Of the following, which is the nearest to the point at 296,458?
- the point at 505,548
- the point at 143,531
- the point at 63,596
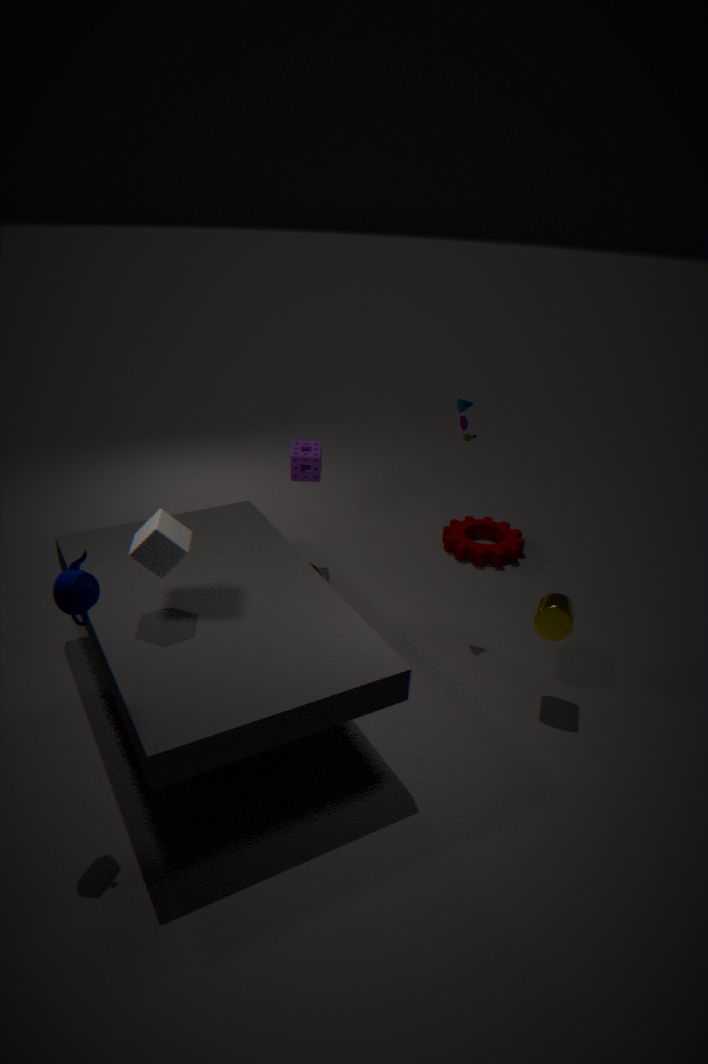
the point at 505,548
